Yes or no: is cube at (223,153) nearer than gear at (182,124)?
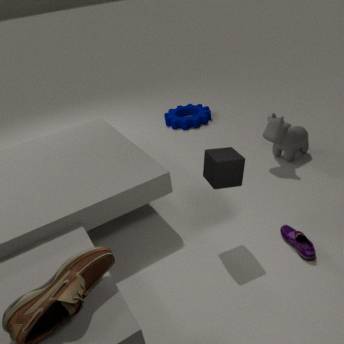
Yes
